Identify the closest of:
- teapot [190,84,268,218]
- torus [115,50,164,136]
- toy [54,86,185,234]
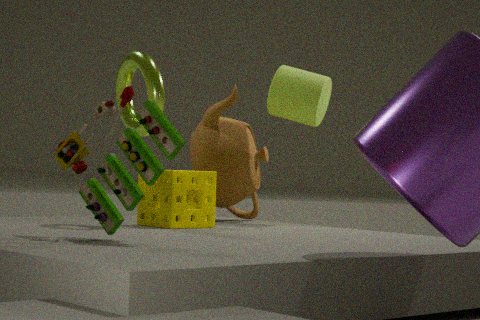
toy [54,86,185,234]
